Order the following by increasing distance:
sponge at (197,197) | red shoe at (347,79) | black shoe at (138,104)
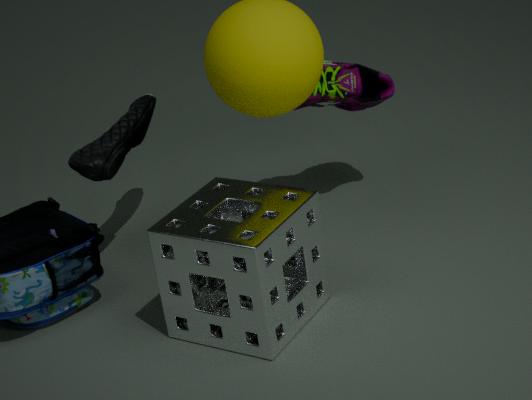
sponge at (197,197) → black shoe at (138,104) → red shoe at (347,79)
